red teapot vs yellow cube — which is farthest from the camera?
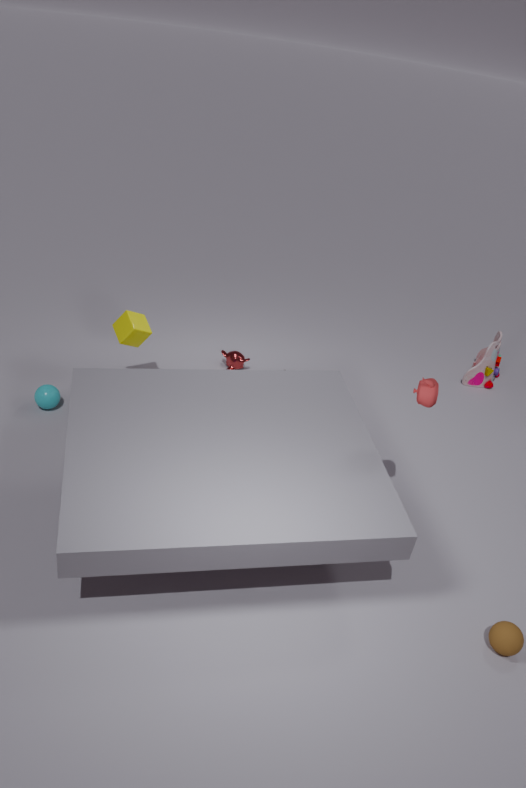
yellow cube
